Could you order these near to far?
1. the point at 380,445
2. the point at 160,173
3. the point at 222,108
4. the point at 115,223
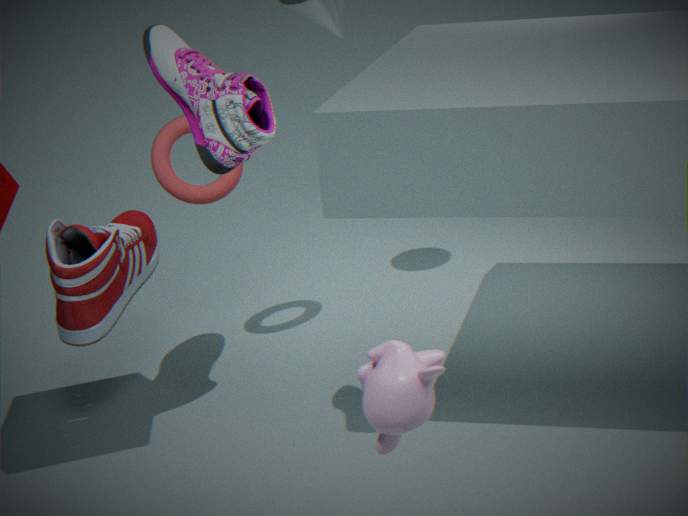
the point at 380,445 → the point at 222,108 → the point at 115,223 → the point at 160,173
